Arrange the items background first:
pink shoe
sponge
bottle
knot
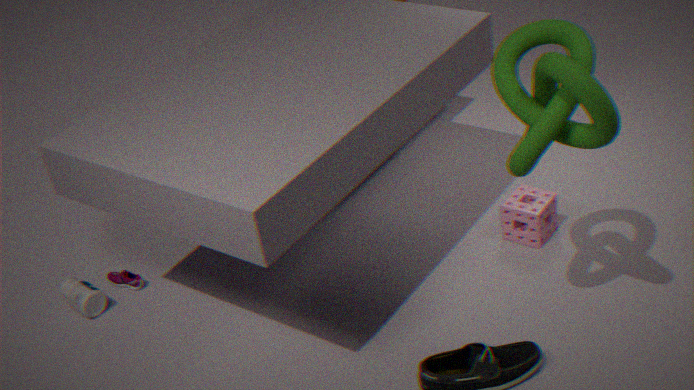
pink shoe
bottle
sponge
knot
